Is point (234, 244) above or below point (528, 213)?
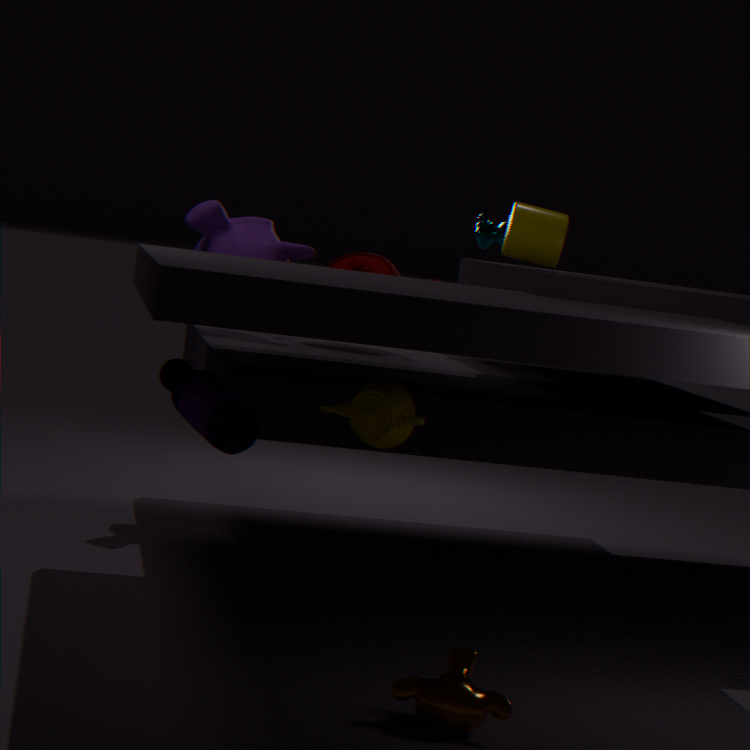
→ below
